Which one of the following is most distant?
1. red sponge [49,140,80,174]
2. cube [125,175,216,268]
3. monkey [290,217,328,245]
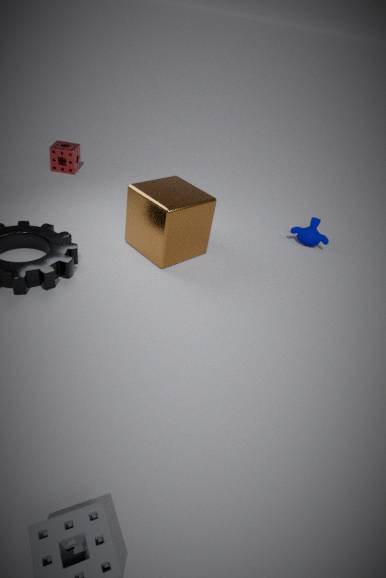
red sponge [49,140,80,174]
